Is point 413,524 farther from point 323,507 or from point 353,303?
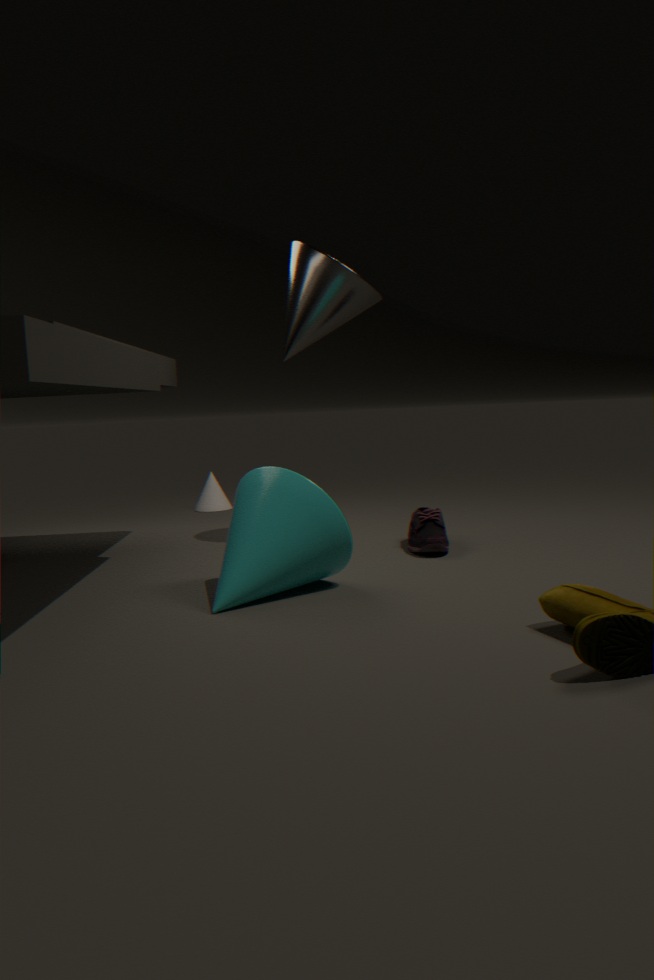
point 353,303
